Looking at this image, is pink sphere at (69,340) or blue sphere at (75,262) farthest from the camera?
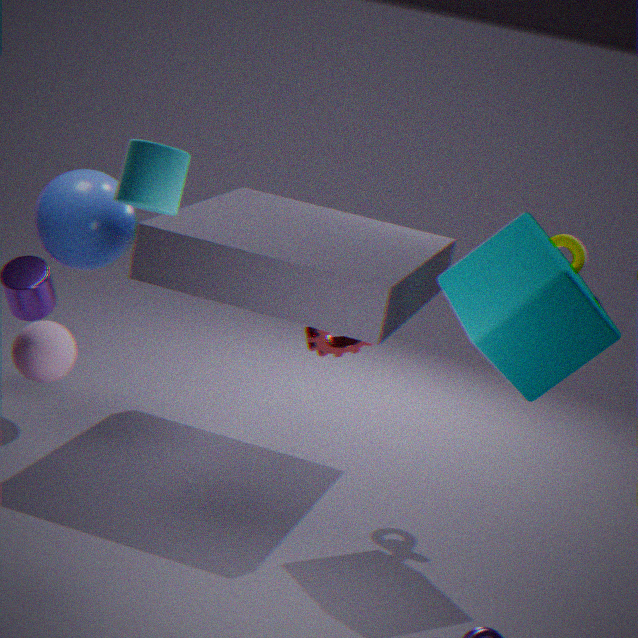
blue sphere at (75,262)
